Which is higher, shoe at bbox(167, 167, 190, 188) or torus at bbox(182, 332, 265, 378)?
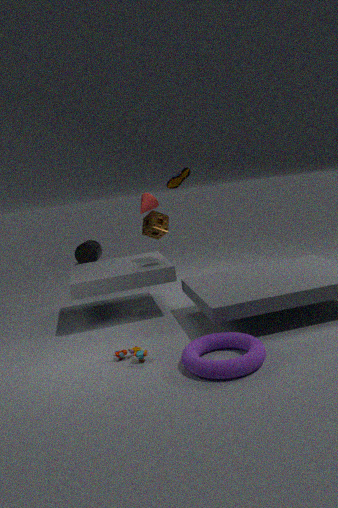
shoe at bbox(167, 167, 190, 188)
